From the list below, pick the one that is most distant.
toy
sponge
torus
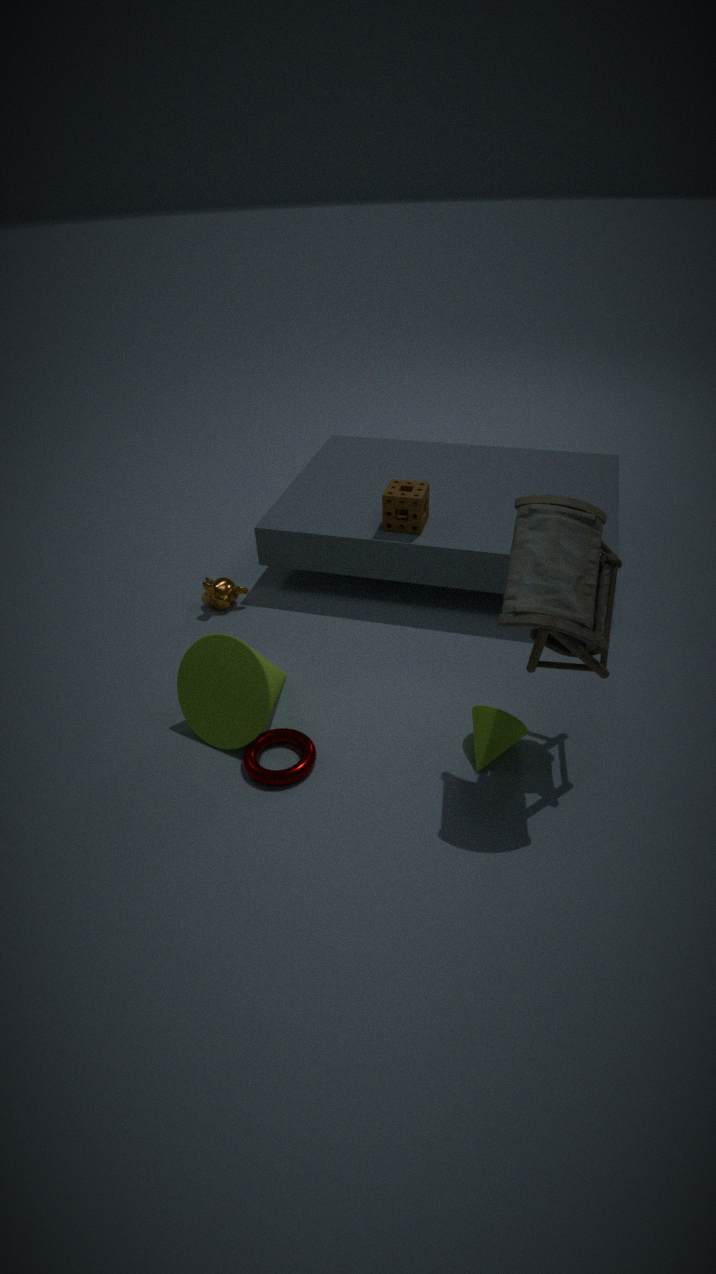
sponge
